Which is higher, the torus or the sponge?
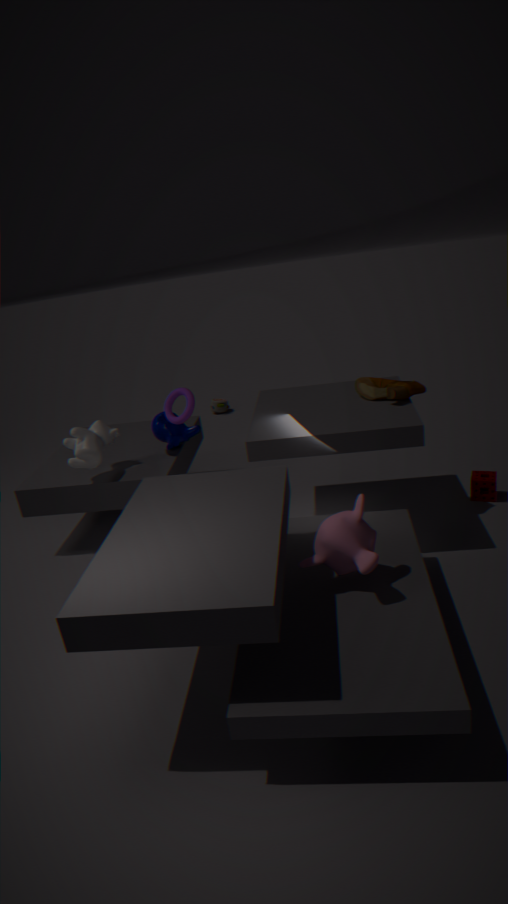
the torus
